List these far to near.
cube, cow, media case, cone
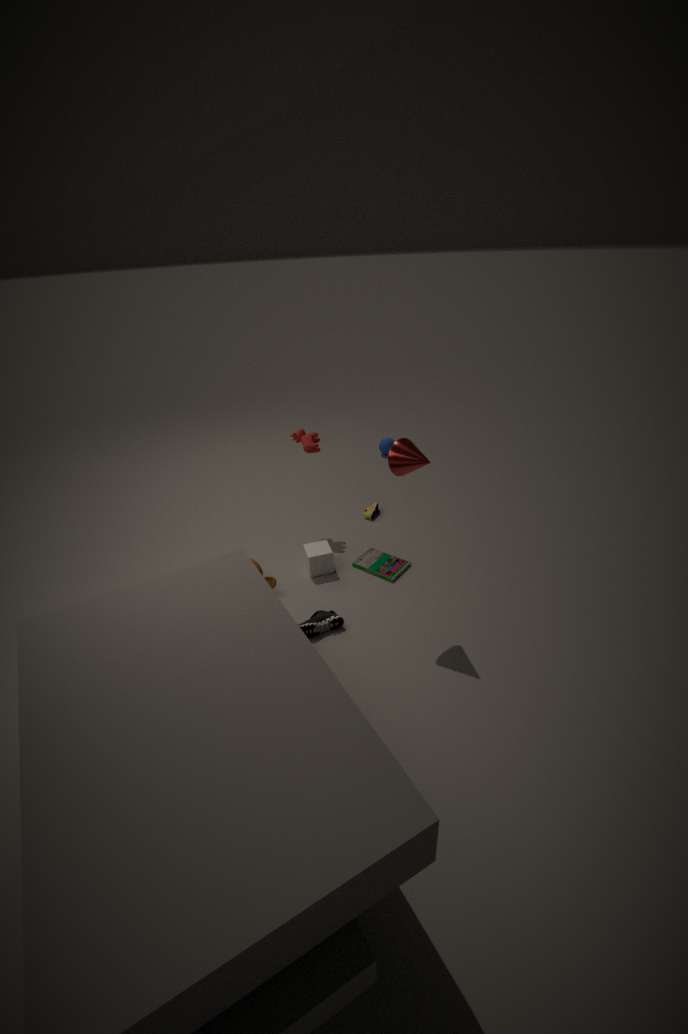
cow, media case, cube, cone
